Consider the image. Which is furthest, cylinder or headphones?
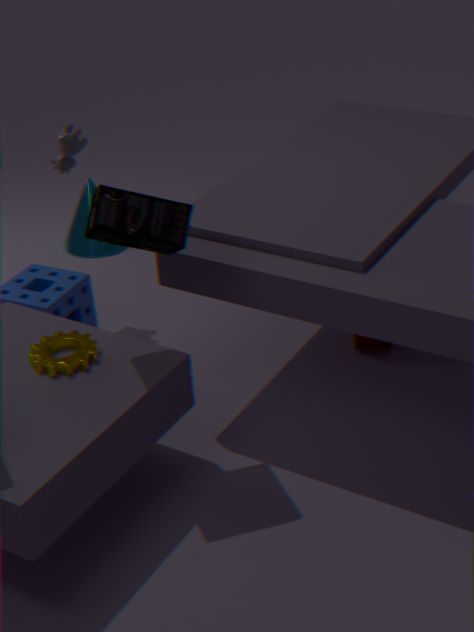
cylinder
